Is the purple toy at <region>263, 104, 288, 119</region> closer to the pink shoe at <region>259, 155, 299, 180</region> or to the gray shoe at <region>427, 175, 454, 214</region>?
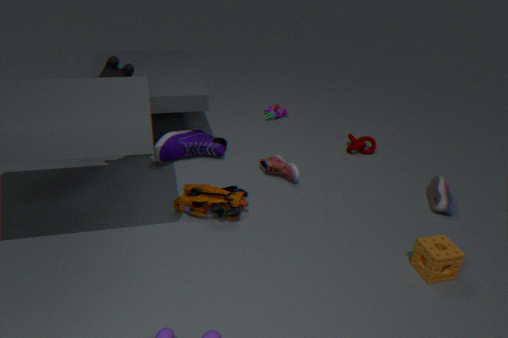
the pink shoe at <region>259, 155, 299, 180</region>
